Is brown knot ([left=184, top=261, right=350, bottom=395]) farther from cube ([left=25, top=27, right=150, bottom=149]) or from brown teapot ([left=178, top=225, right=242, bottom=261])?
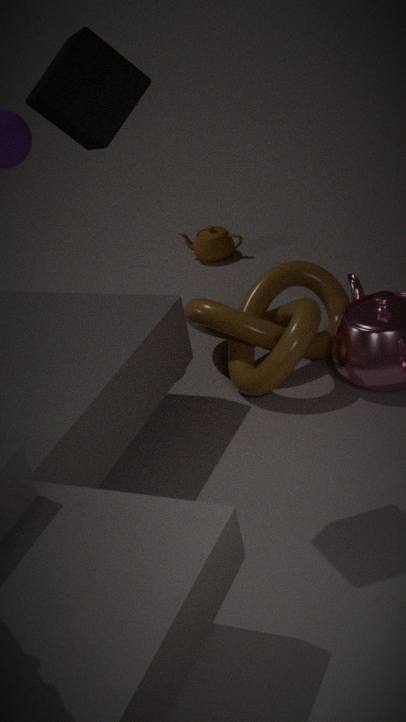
cube ([left=25, top=27, right=150, bottom=149])
